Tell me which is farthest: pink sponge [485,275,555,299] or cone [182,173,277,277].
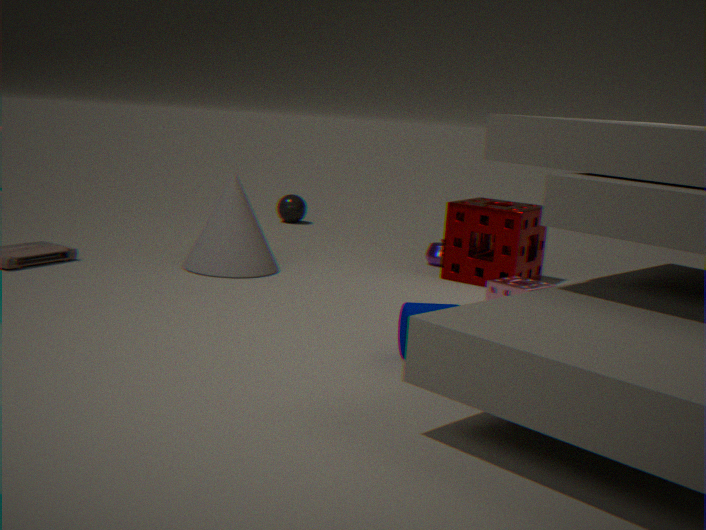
cone [182,173,277,277]
